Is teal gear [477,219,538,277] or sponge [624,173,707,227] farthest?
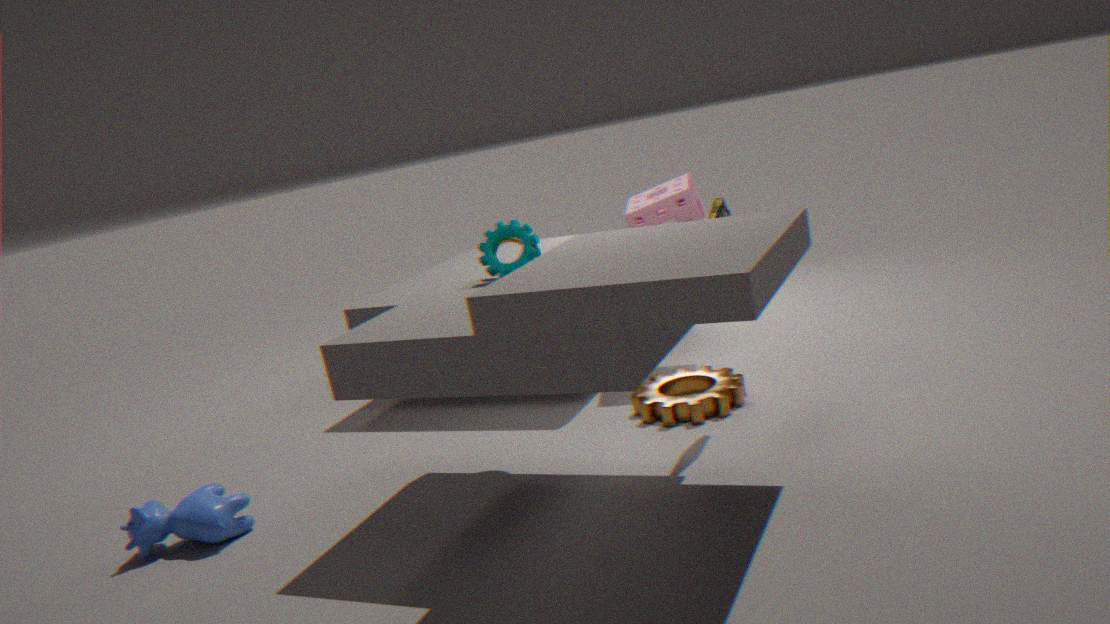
sponge [624,173,707,227]
